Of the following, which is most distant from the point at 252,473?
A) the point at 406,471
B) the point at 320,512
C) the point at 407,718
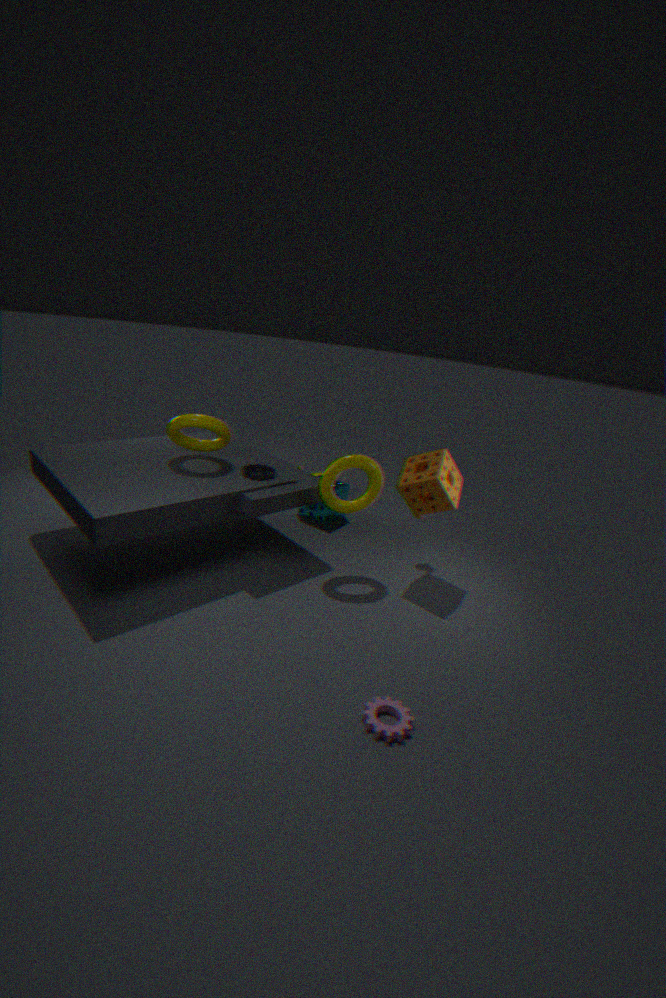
the point at 407,718
